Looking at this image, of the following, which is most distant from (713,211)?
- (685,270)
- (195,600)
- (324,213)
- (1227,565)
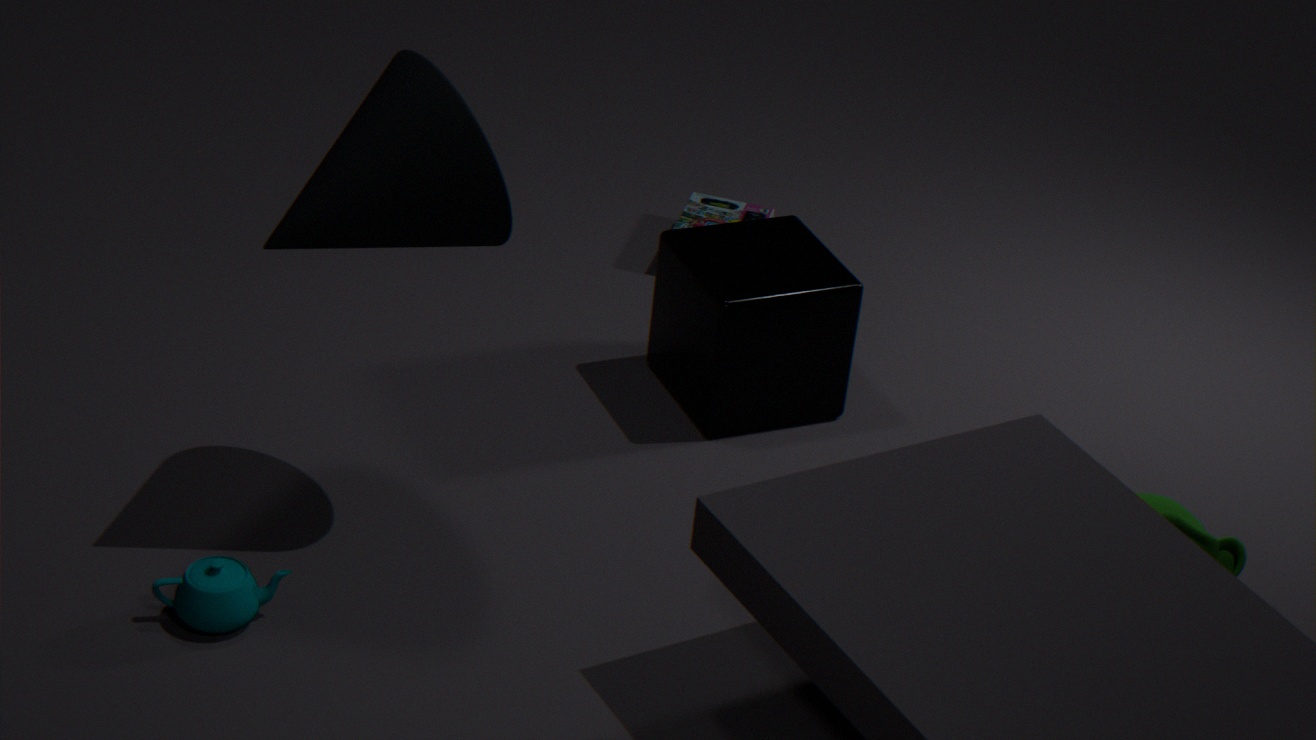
(195,600)
